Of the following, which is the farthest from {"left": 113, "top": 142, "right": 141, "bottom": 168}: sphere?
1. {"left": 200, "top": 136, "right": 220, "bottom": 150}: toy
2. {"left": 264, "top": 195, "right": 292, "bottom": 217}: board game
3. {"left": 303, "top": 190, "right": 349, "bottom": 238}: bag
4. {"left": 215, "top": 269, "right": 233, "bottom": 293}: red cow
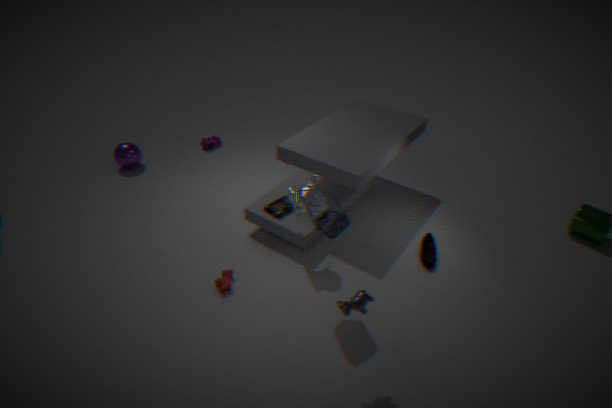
{"left": 303, "top": 190, "right": 349, "bottom": 238}: bag
